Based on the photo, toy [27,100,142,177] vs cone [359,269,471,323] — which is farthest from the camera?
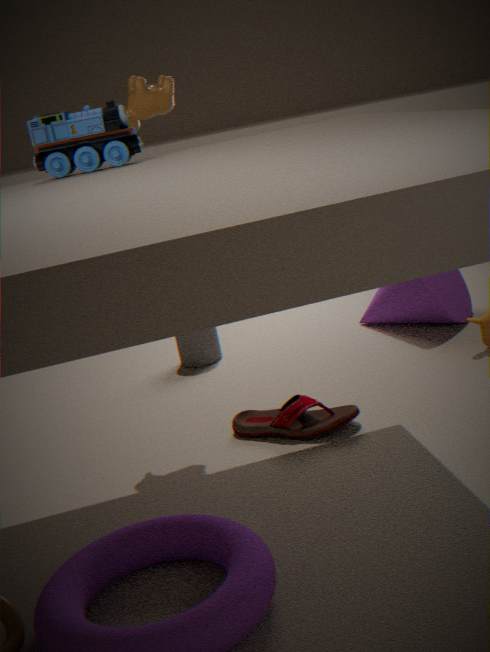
cone [359,269,471,323]
